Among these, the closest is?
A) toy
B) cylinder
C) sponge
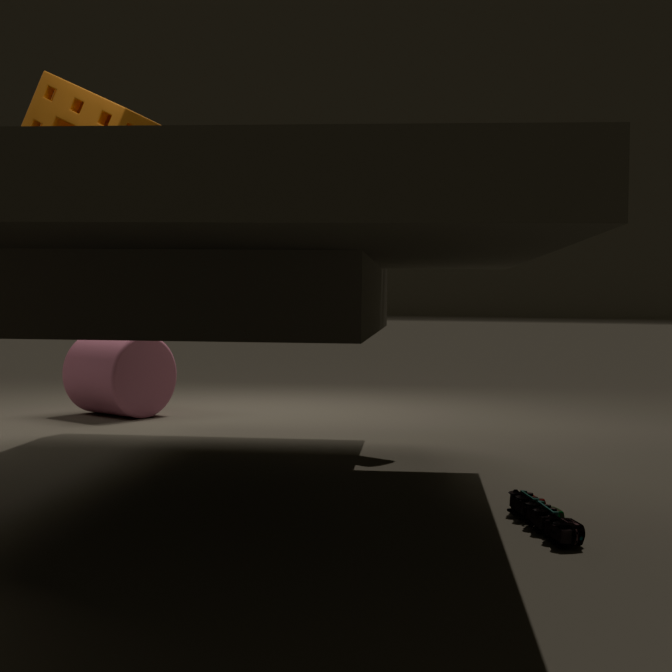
toy
